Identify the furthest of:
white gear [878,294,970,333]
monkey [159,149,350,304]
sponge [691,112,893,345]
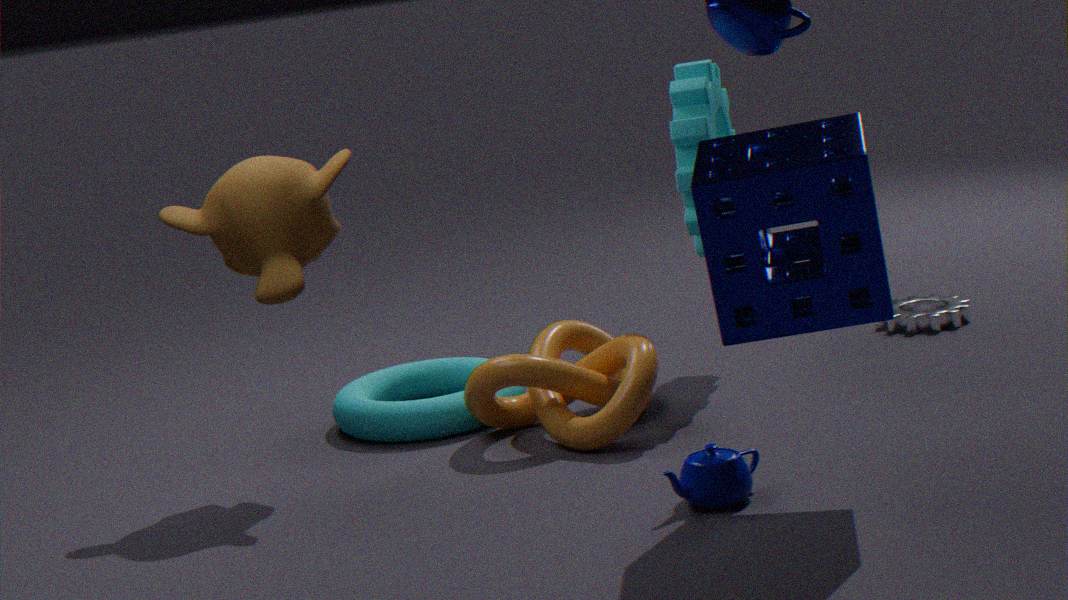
white gear [878,294,970,333]
